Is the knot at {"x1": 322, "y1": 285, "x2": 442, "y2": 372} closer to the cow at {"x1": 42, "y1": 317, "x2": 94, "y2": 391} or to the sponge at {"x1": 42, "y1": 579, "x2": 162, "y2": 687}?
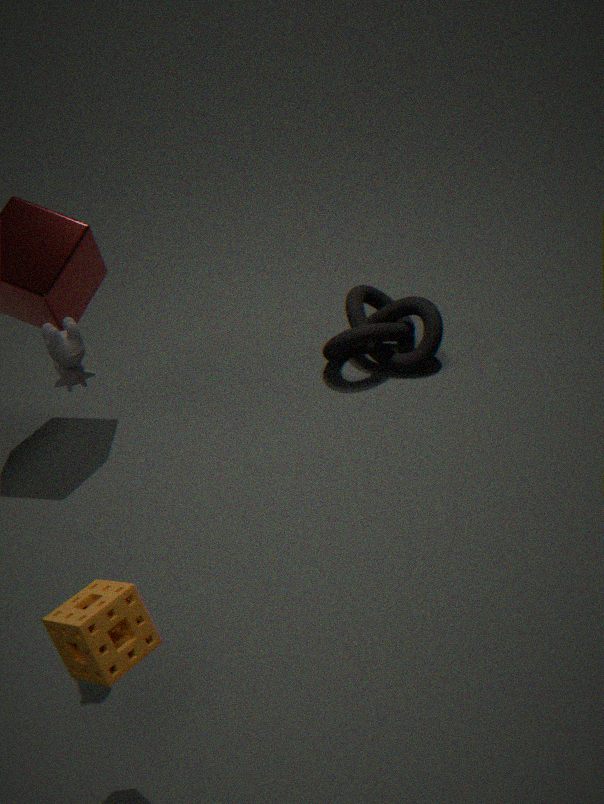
the cow at {"x1": 42, "y1": 317, "x2": 94, "y2": 391}
